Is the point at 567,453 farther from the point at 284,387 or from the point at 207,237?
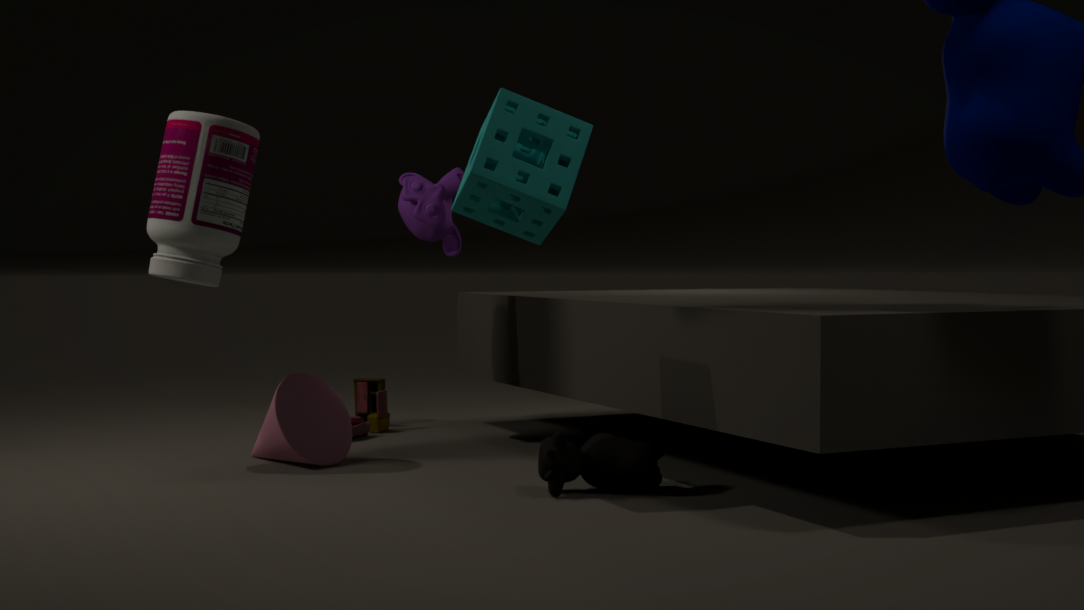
the point at 207,237
